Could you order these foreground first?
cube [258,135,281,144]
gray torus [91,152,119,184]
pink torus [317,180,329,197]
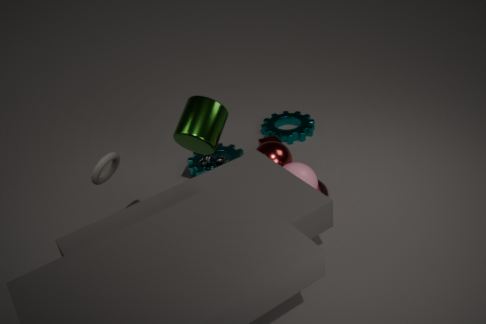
1. gray torus [91,152,119,184]
2. pink torus [317,180,329,197]
3. cube [258,135,281,144]
